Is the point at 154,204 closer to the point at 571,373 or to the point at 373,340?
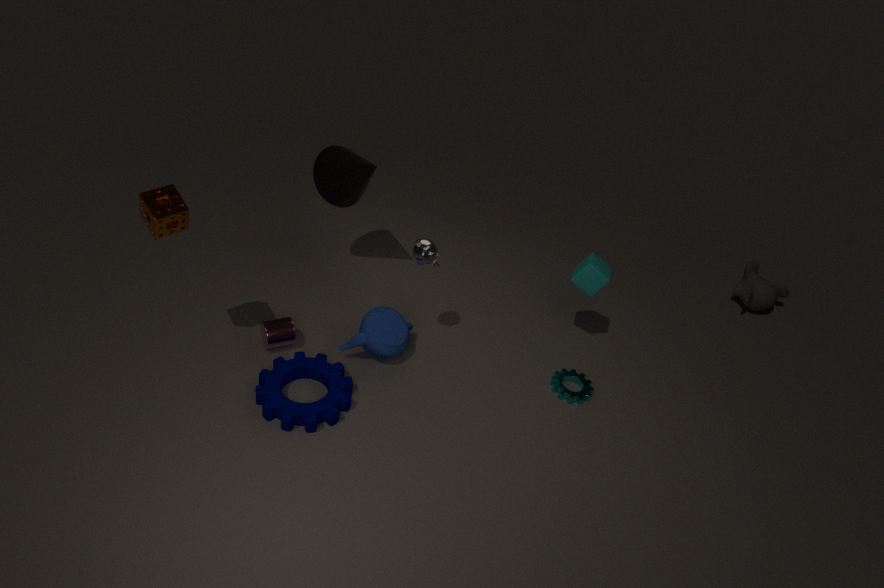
the point at 373,340
